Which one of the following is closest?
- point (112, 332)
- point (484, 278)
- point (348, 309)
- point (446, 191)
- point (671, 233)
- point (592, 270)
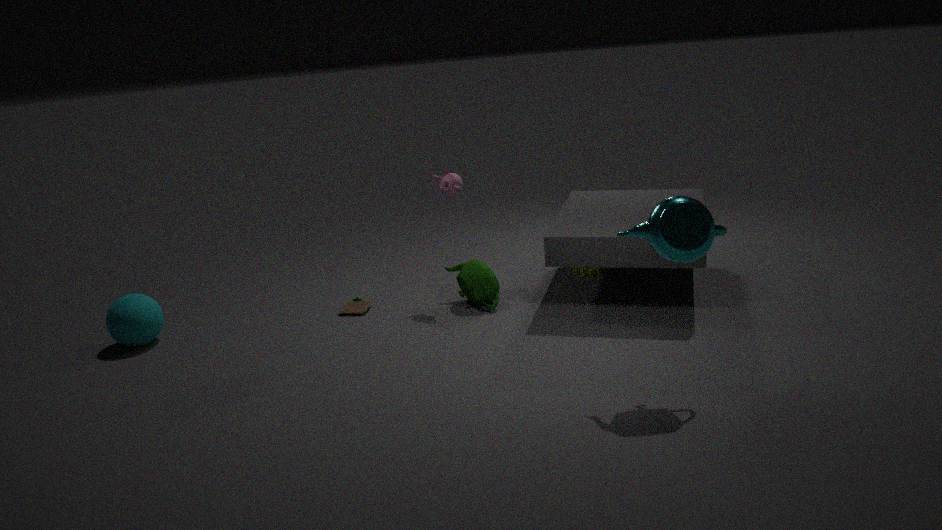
point (671, 233)
